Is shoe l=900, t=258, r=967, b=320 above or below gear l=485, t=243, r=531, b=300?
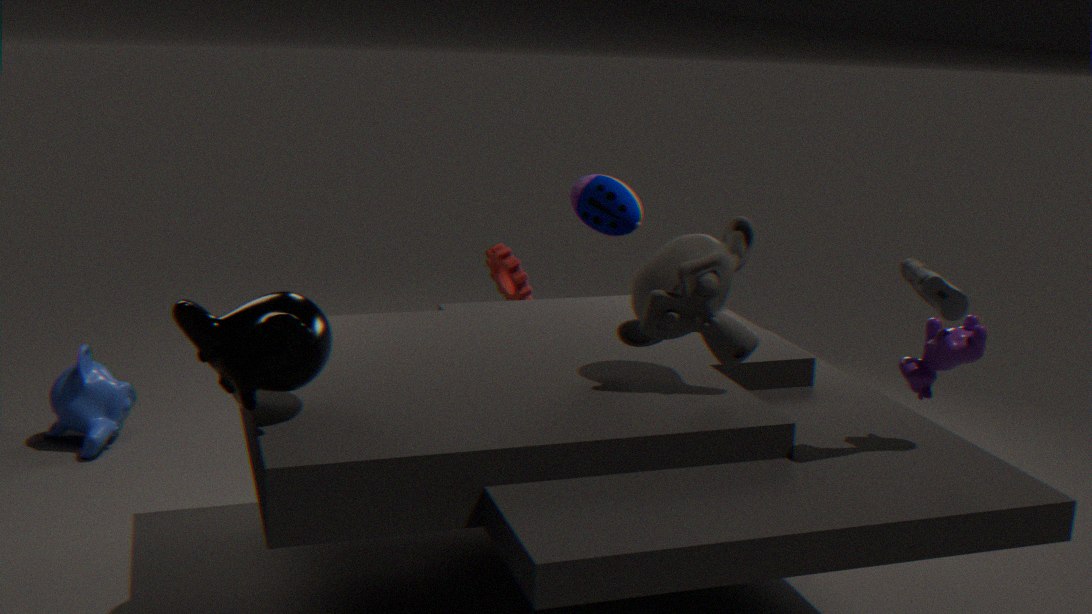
above
